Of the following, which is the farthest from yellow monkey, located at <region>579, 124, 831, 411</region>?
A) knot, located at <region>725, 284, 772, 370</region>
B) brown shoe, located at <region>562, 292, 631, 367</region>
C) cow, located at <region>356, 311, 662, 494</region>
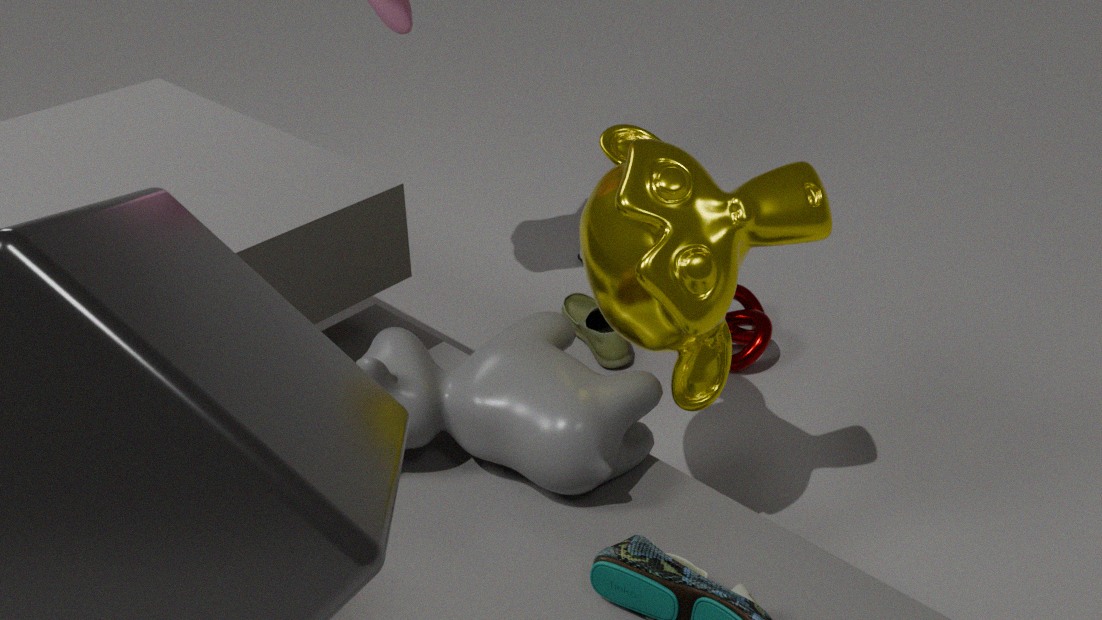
knot, located at <region>725, 284, 772, 370</region>
